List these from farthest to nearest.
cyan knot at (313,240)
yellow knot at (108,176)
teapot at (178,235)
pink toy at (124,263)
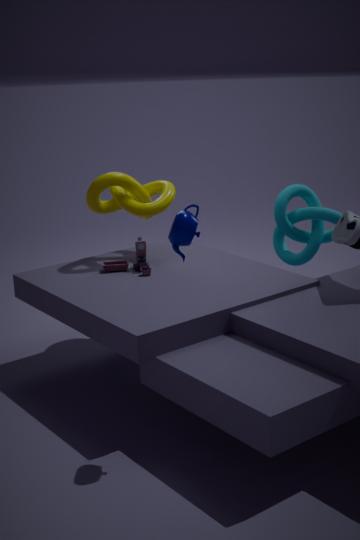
cyan knot at (313,240), yellow knot at (108,176), pink toy at (124,263), teapot at (178,235)
